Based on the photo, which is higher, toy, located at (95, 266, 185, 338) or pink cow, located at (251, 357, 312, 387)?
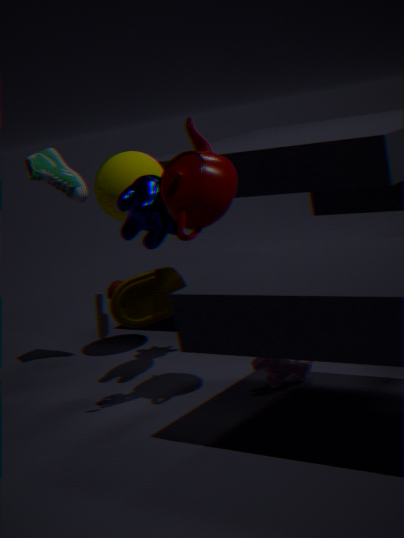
toy, located at (95, 266, 185, 338)
